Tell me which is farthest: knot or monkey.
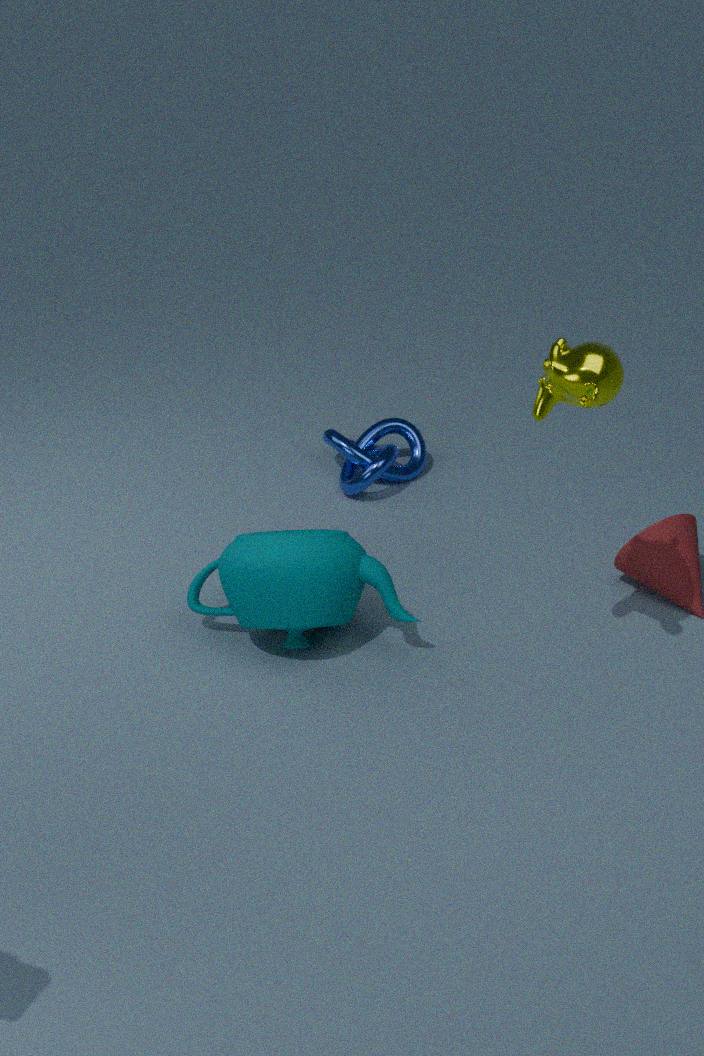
knot
